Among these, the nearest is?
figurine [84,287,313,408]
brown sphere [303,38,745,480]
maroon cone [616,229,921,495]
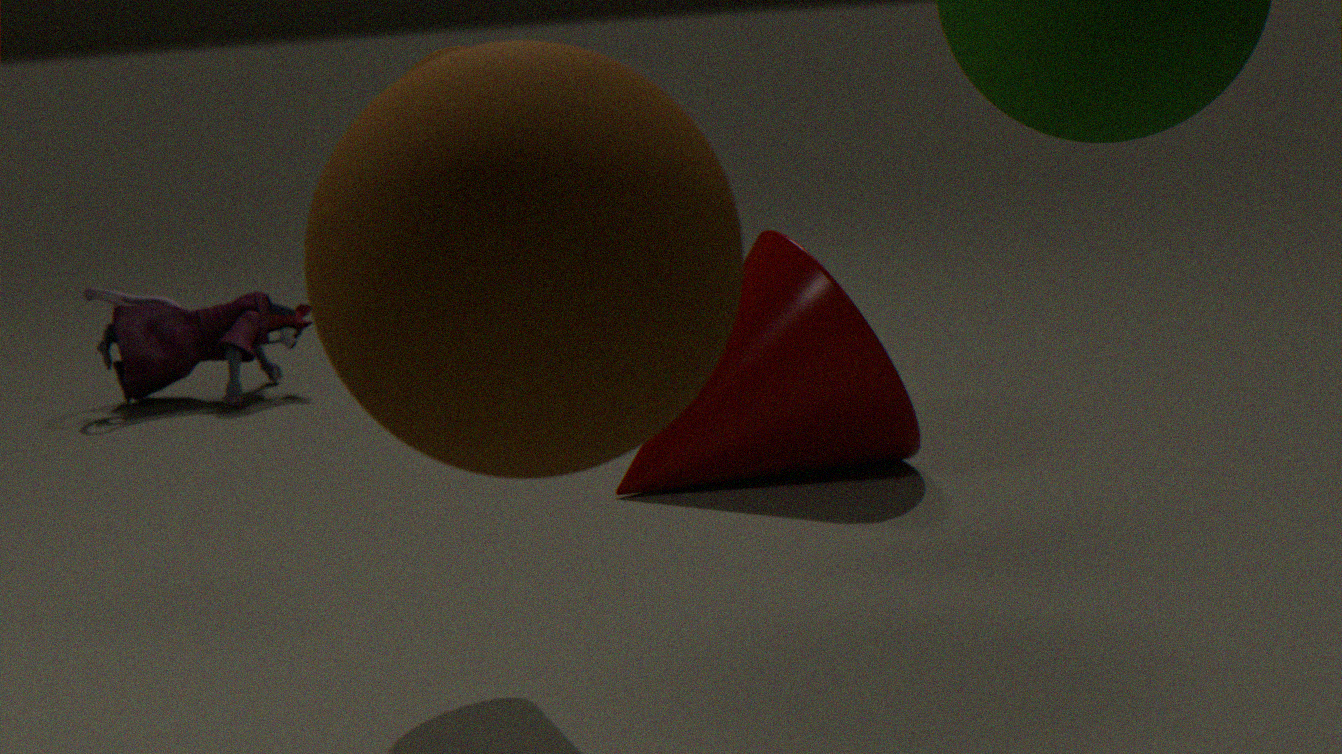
brown sphere [303,38,745,480]
